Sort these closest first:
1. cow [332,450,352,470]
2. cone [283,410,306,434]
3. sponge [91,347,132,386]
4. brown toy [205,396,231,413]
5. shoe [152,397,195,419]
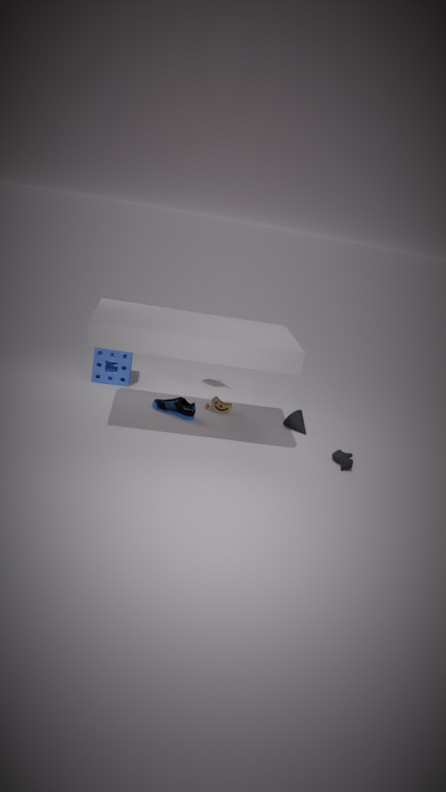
cow [332,450,352,470]
shoe [152,397,195,419]
cone [283,410,306,434]
brown toy [205,396,231,413]
sponge [91,347,132,386]
